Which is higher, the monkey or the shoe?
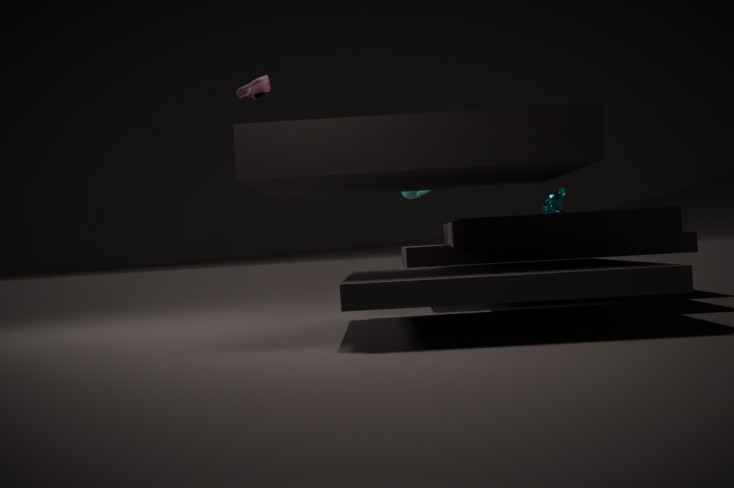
the shoe
